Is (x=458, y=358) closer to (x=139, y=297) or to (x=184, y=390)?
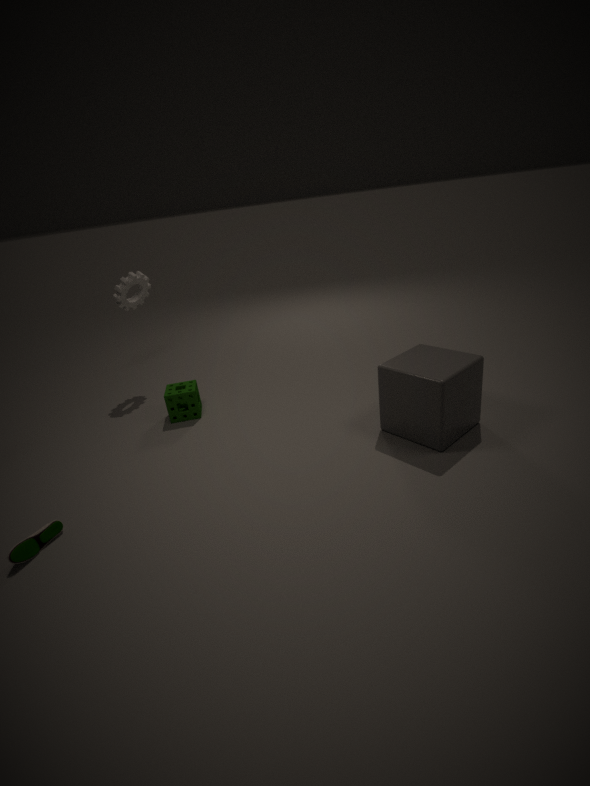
(x=184, y=390)
